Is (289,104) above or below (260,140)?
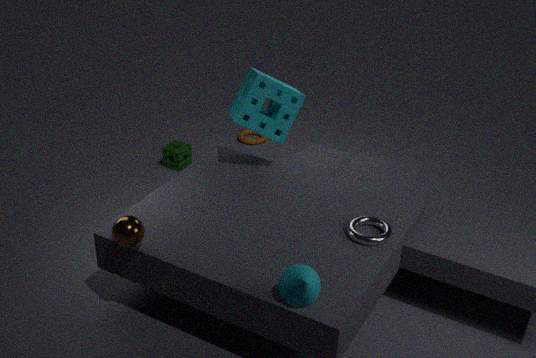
above
